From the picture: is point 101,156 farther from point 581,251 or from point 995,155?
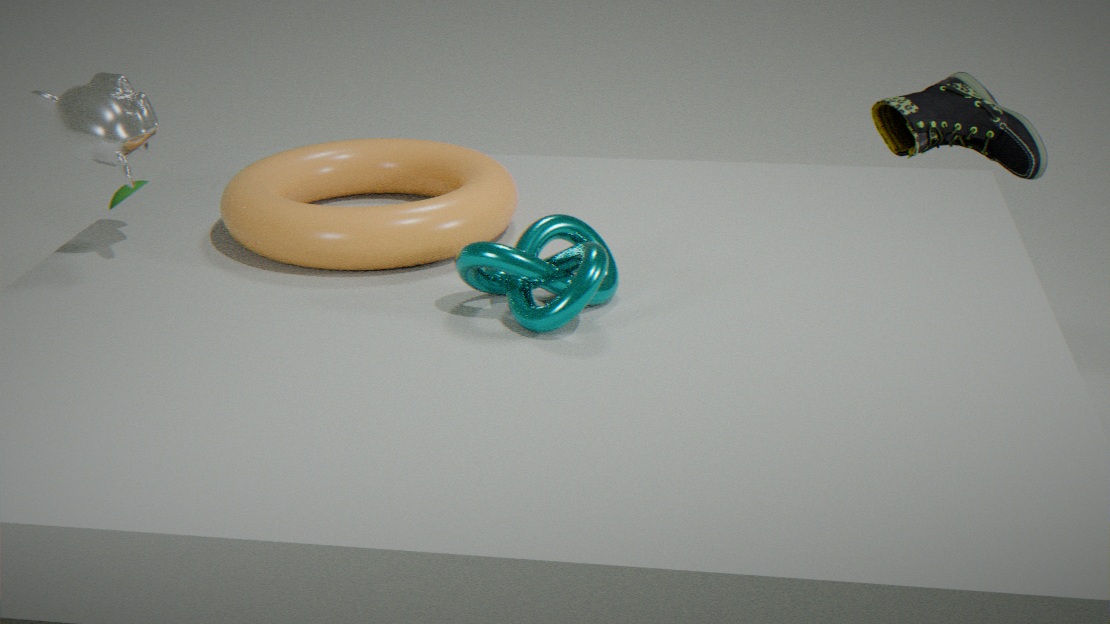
point 995,155
